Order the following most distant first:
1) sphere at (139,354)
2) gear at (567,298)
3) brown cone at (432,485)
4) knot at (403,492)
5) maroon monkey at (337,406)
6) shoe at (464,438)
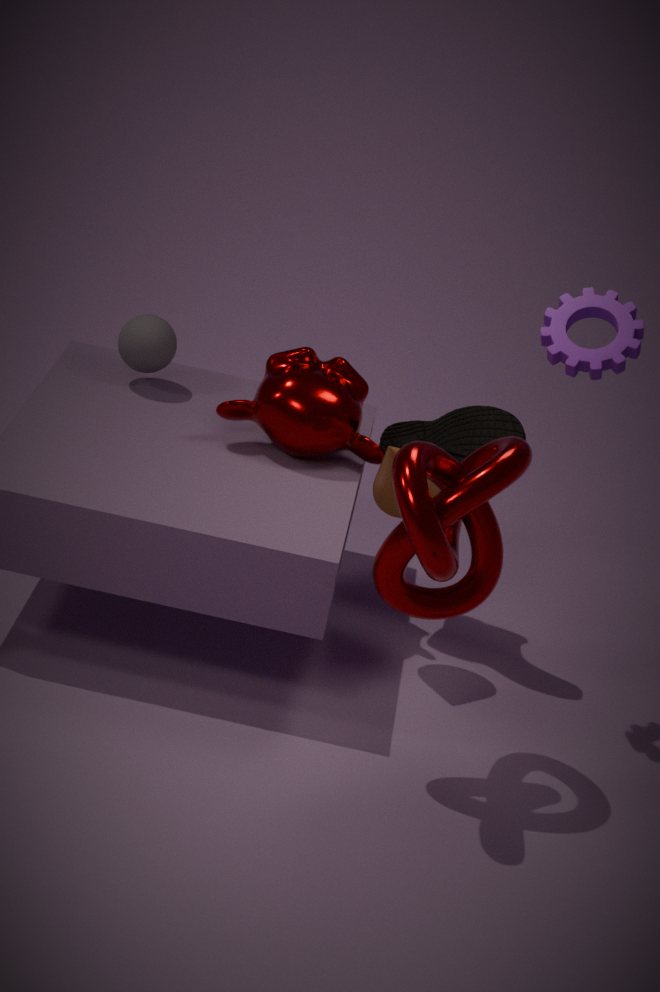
1. sphere at (139,354) < 6. shoe at (464,438) < 5. maroon monkey at (337,406) < 3. brown cone at (432,485) < 2. gear at (567,298) < 4. knot at (403,492)
